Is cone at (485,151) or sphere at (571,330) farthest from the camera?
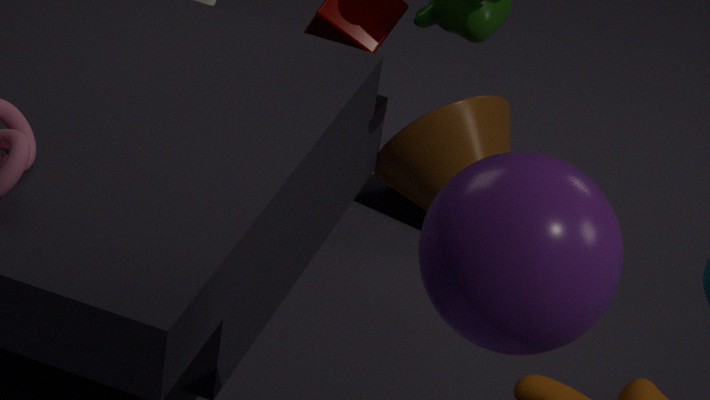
cone at (485,151)
